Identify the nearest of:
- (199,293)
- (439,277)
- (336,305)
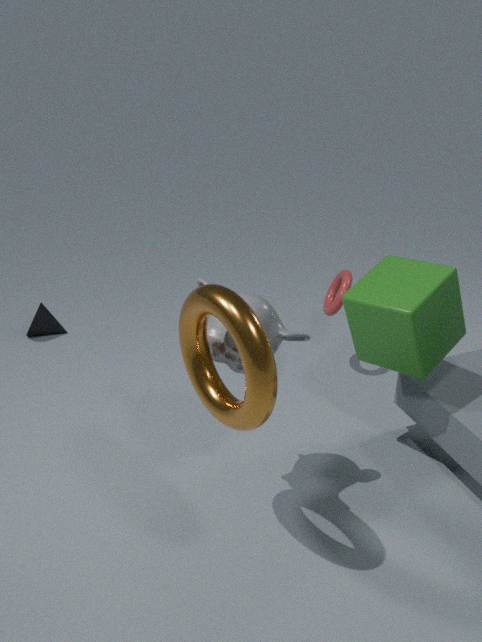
(199,293)
